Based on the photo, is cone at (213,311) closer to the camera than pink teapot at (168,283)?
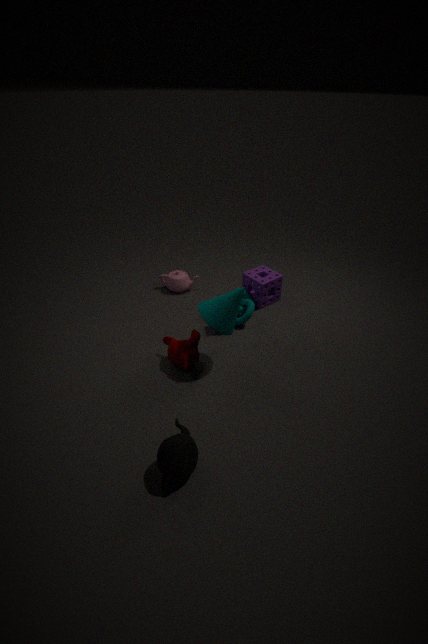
Yes
